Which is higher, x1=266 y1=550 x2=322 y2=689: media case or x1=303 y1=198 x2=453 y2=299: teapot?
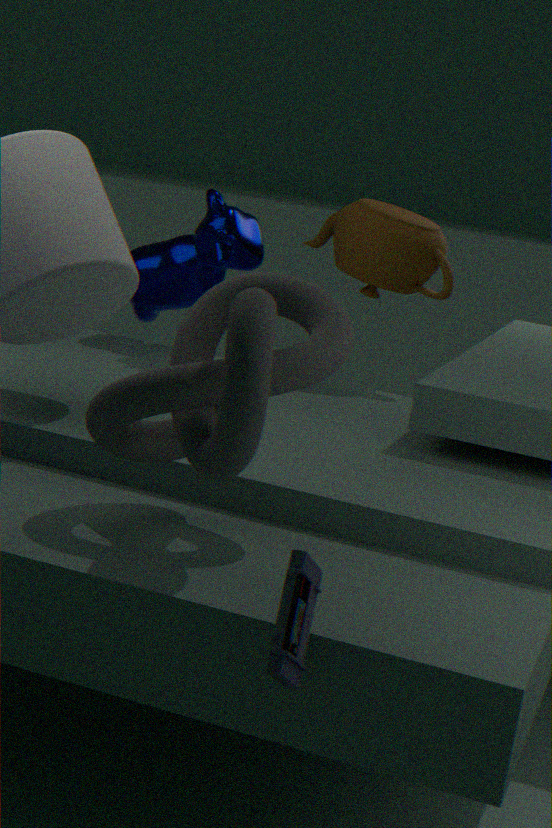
x1=303 y1=198 x2=453 y2=299: teapot
